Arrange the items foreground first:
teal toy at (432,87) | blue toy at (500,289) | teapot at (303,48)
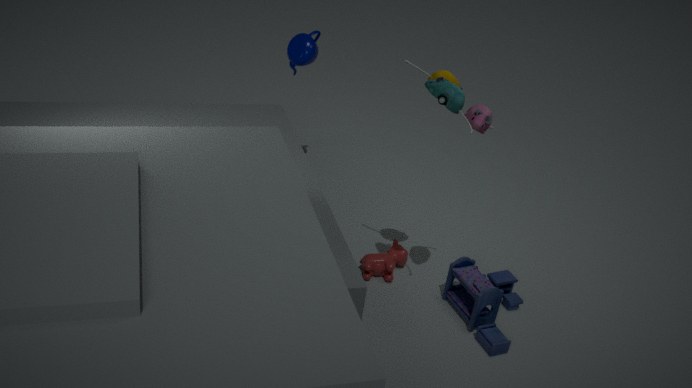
teal toy at (432,87), blue toy at (500,289), teapot at (303,48)
